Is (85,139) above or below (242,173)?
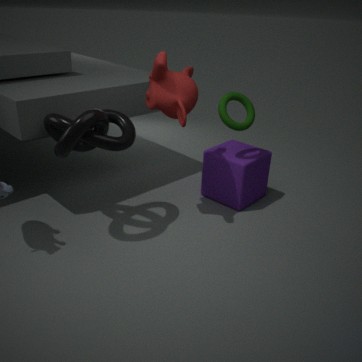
above
